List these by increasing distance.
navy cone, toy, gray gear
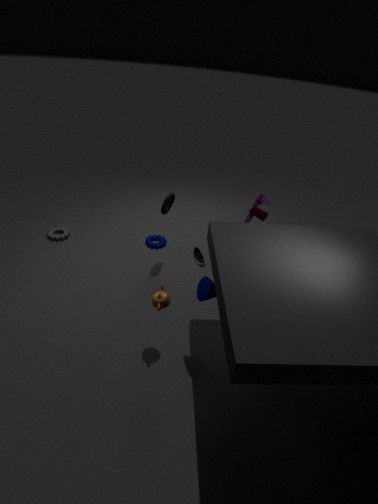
navy cone
toy
gray gear
